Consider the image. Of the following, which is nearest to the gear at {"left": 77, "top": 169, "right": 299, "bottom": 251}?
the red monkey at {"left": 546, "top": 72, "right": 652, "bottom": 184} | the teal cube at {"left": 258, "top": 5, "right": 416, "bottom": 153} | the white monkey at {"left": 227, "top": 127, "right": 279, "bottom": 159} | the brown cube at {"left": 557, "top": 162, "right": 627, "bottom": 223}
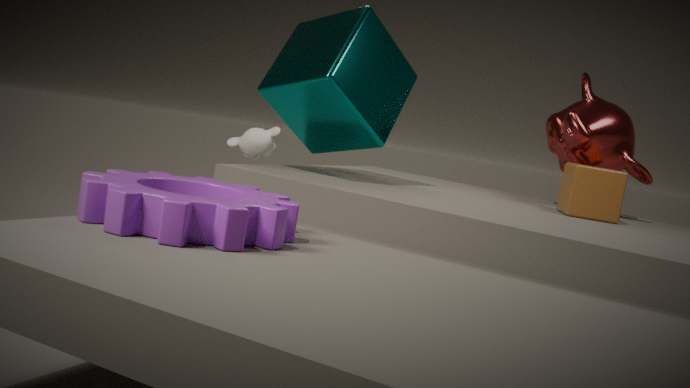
the teal cube at {"left": 258, "top": 5, "right": 416, "bottom": 153}
